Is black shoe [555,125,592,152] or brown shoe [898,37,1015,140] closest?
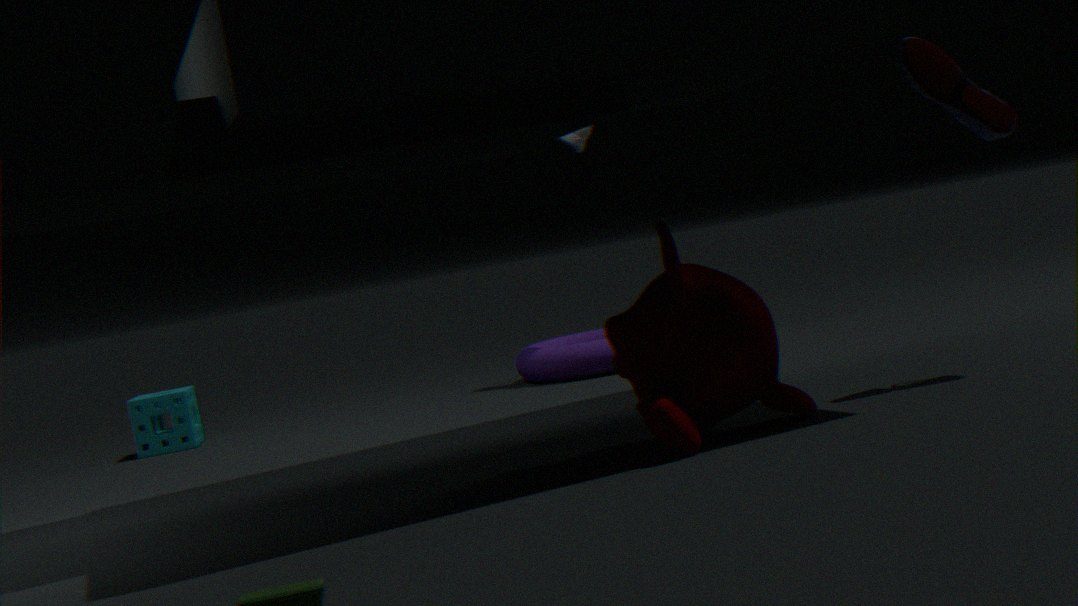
brown shoe [898,37,1015,140]
